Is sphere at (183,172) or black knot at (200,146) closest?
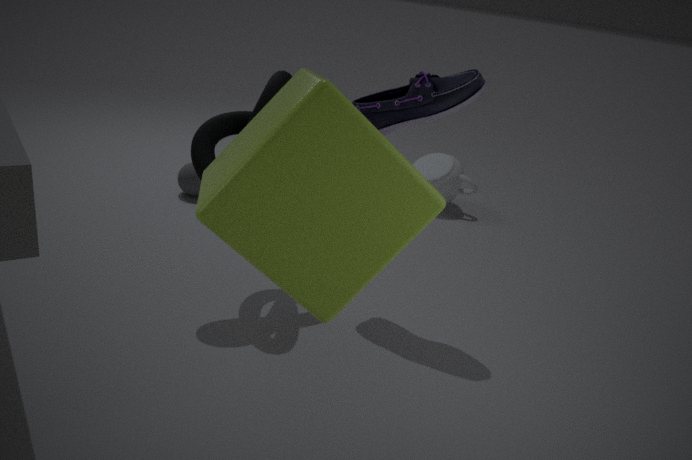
black knot at (200,146)
